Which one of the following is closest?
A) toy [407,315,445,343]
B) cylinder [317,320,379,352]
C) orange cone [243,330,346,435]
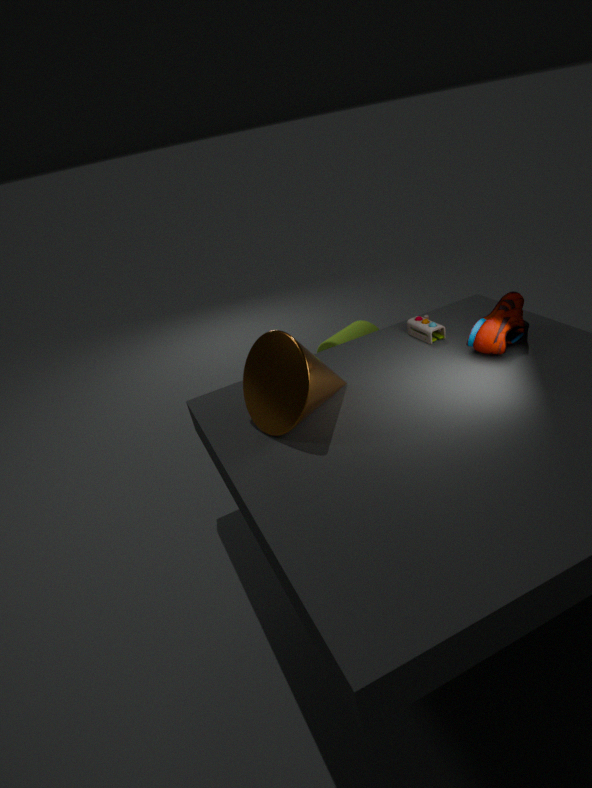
orange cone [243,330,346,435]
